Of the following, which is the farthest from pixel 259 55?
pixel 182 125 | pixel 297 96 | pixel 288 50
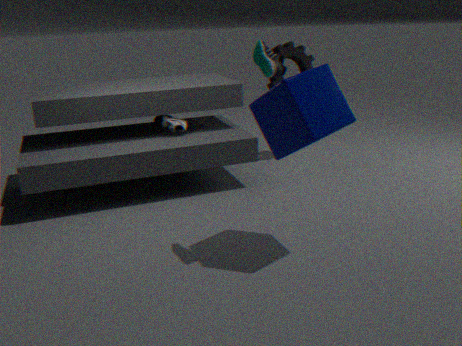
pixel 288 50
